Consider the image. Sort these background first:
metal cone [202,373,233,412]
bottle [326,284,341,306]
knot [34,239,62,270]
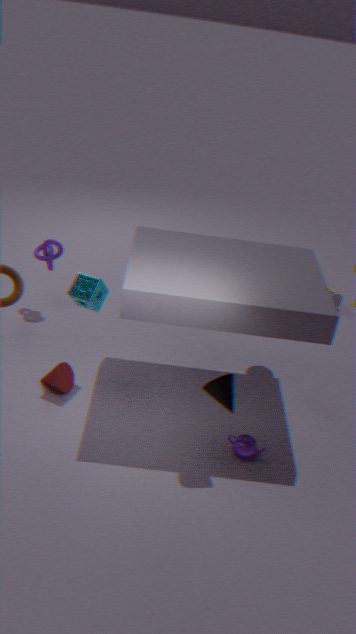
bottle [326,284,341,306] → knot [34,239,62,270] → metal cone [202,373,233,412]
